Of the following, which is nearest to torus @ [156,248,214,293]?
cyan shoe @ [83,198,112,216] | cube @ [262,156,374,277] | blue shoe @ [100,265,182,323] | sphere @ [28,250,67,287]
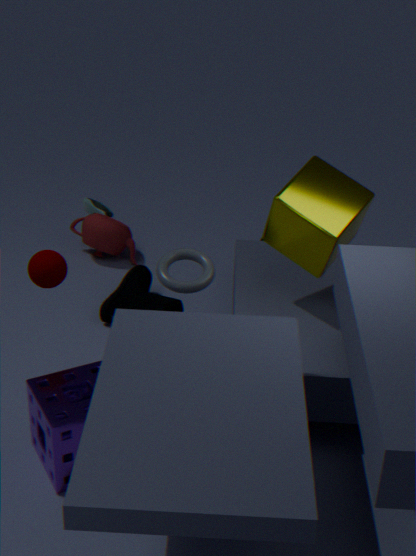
cube @ [262,156,374,277]
